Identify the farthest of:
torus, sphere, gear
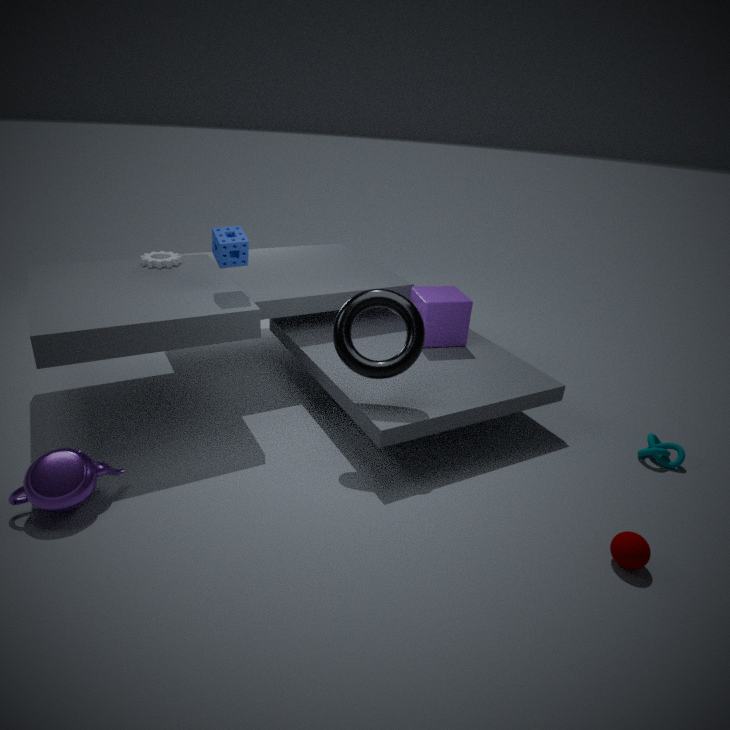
gear
